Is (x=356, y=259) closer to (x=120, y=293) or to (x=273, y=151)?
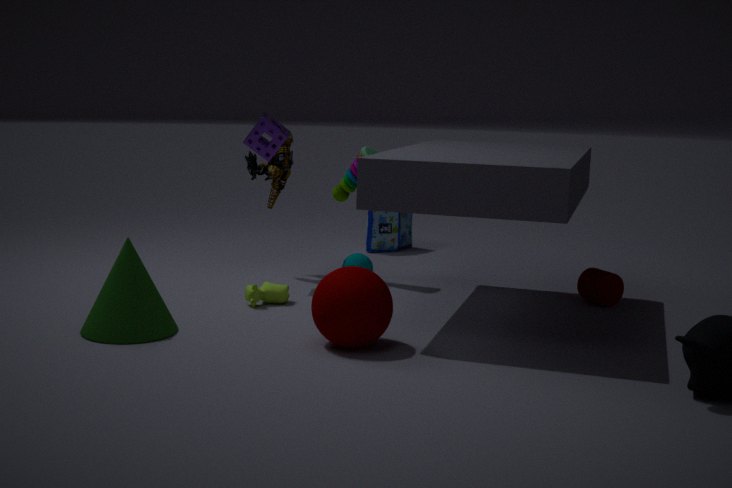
(x=273, y=151)
